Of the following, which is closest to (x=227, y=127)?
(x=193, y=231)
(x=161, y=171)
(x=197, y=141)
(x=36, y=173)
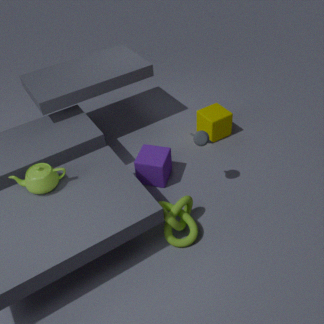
(x=161, y=171)
